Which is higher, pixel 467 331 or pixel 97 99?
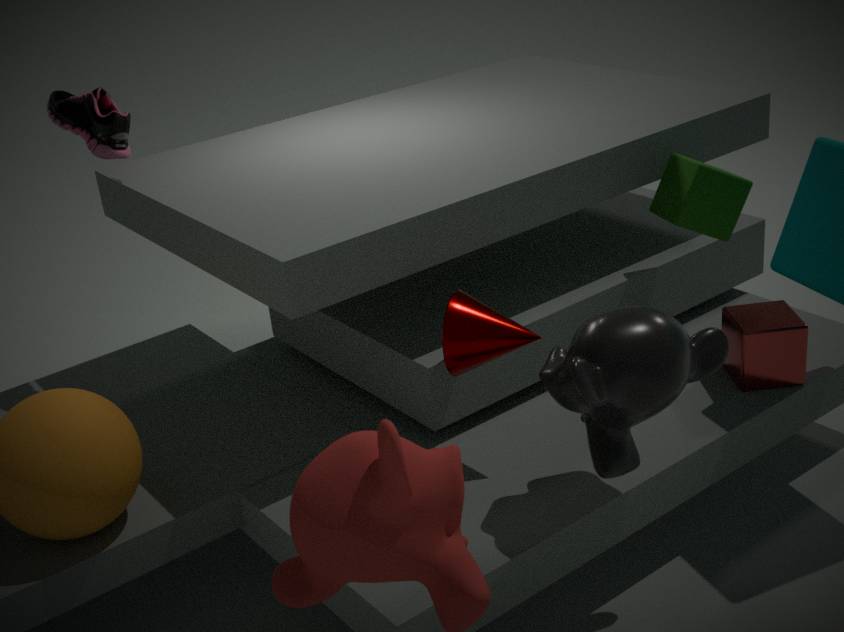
pixel 97 99
